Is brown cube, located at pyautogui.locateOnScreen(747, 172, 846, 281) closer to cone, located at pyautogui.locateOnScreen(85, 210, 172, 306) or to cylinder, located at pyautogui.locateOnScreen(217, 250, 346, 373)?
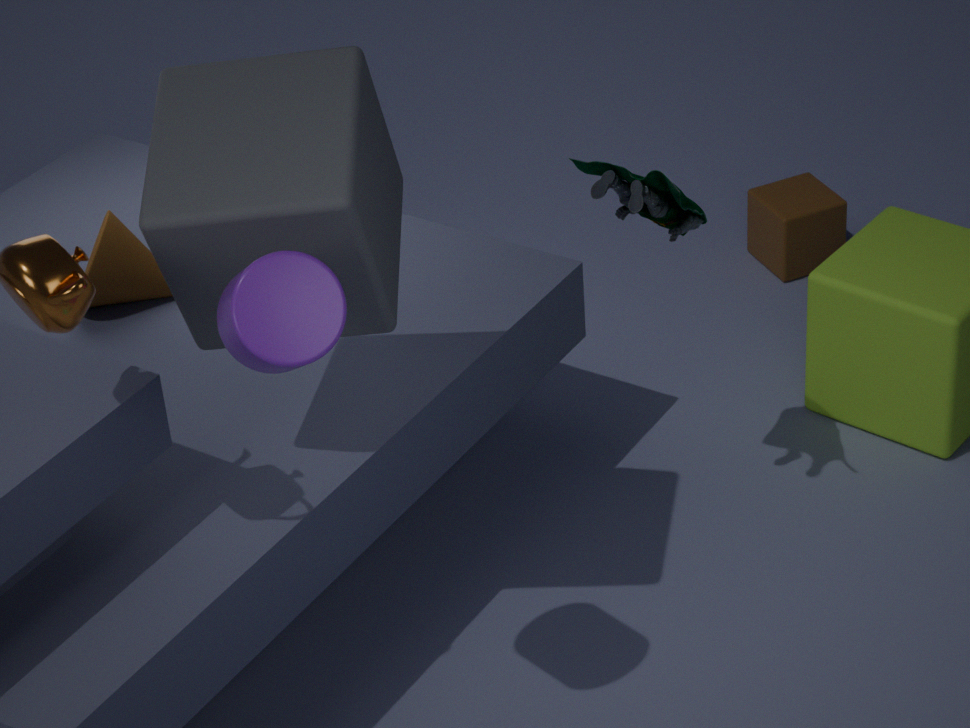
cone, located at pyautogui.locateOnScreen(85, 210, 172, 306)
